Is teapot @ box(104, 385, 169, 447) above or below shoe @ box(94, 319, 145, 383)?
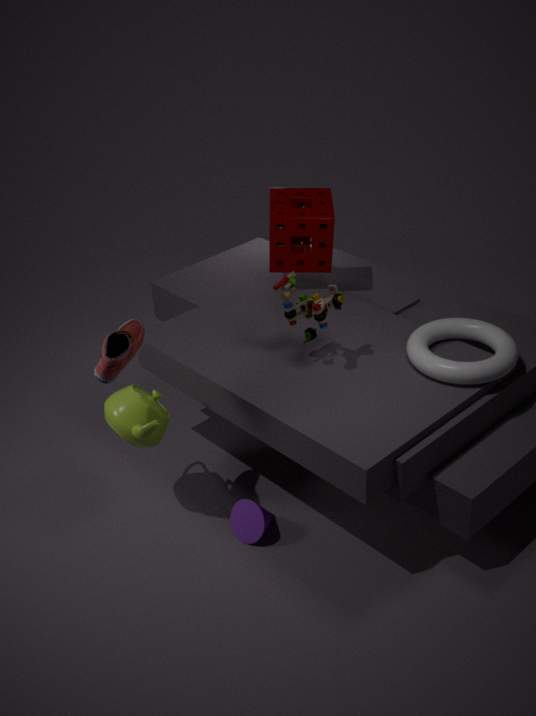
below
